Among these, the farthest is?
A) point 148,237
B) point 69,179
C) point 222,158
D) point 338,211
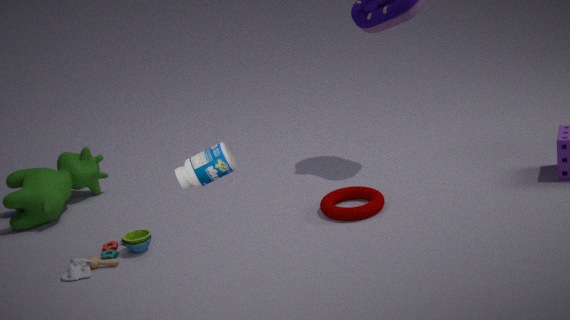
point 69,179
